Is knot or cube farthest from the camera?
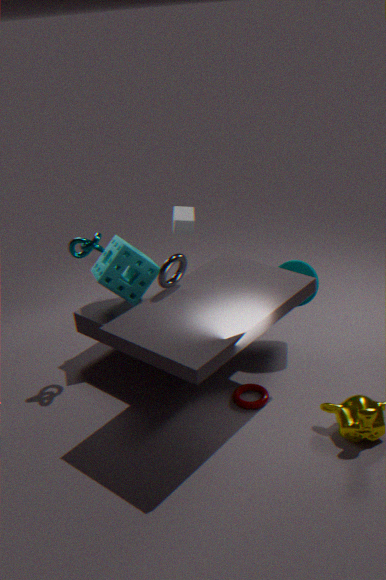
cube
